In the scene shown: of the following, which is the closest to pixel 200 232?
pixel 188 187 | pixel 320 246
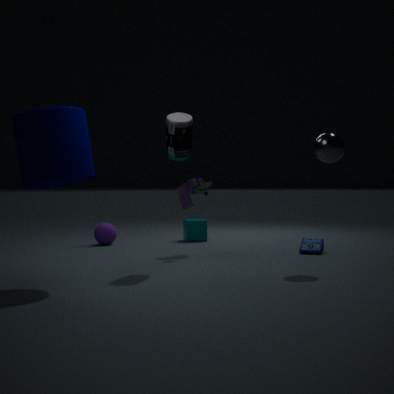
pixel 188 187
